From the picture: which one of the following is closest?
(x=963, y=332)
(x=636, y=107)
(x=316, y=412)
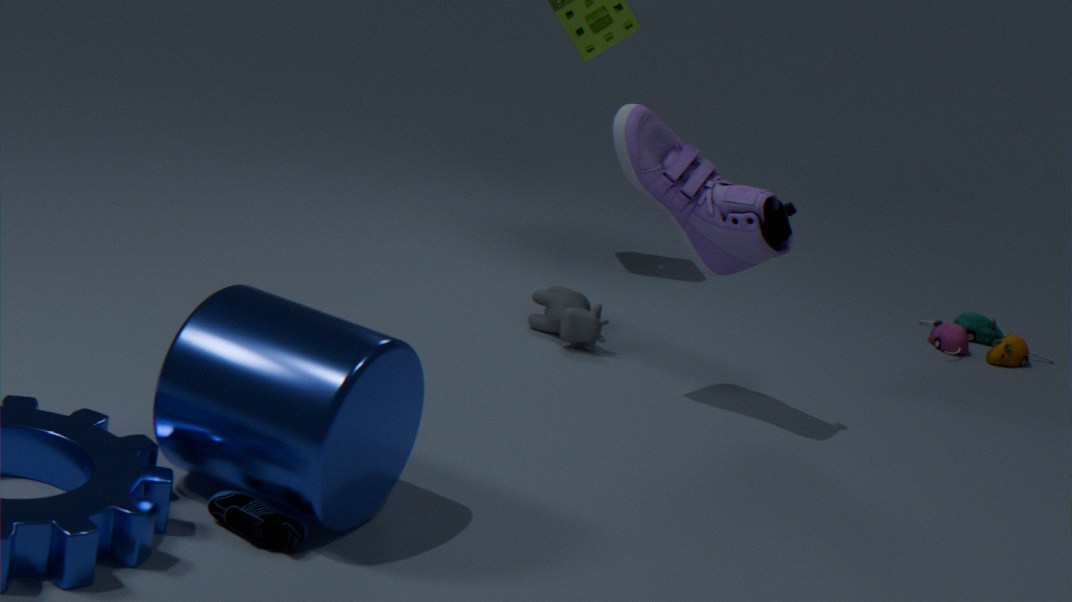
(x=316, y=412)
